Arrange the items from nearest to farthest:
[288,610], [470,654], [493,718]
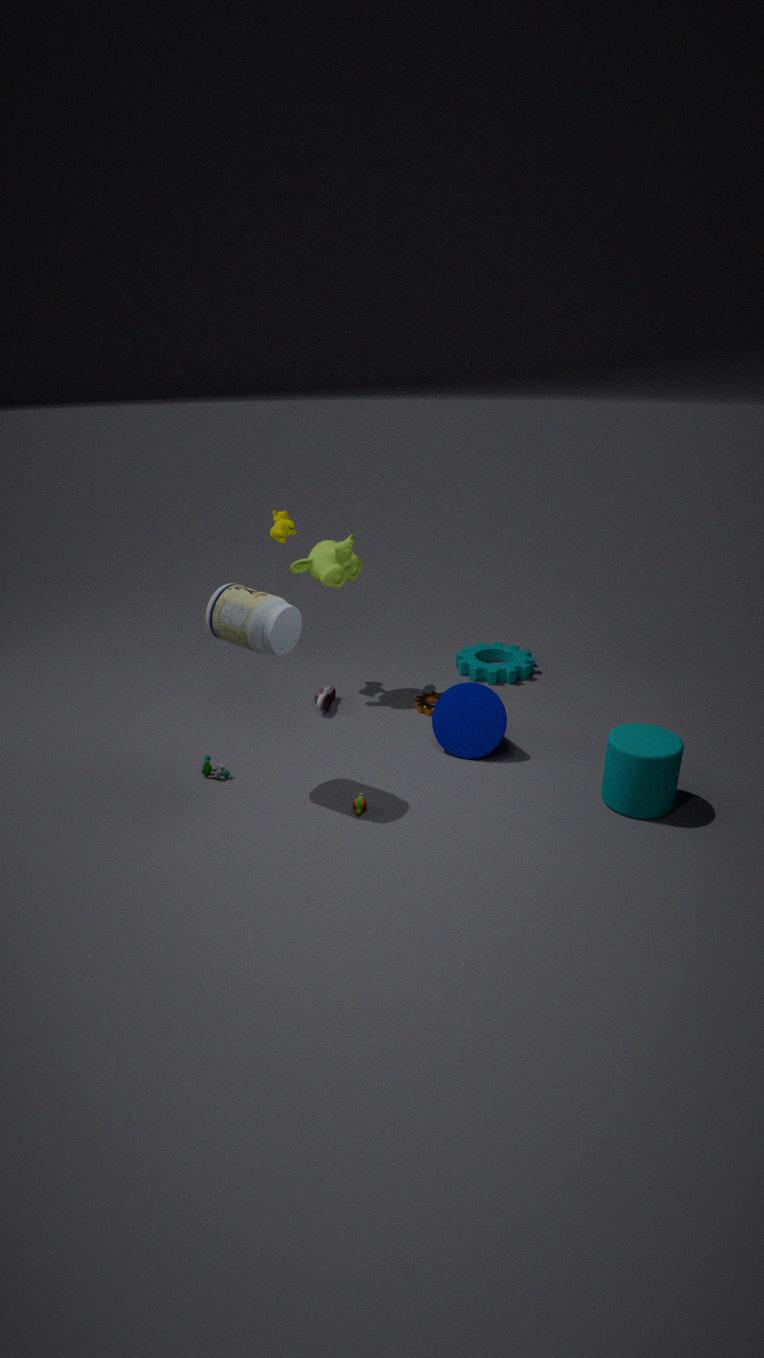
[288,610] < [493,718] < [470,654]
